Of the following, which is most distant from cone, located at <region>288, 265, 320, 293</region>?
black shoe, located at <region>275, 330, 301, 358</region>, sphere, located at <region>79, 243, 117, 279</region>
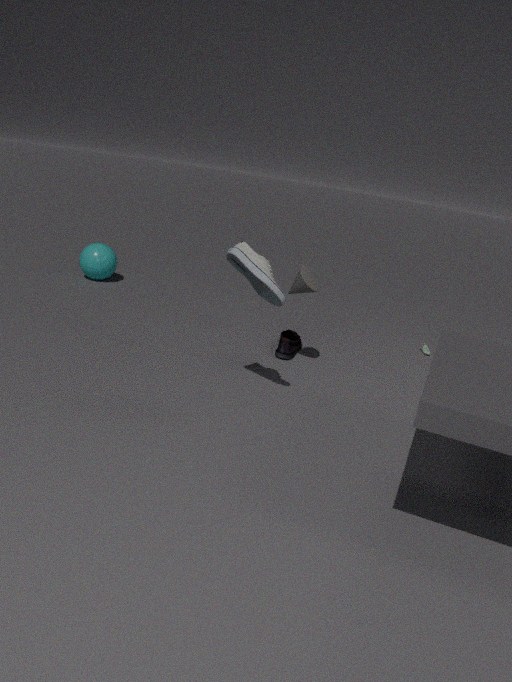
sphere, located at <region>79, 243, 117, 279</region>
